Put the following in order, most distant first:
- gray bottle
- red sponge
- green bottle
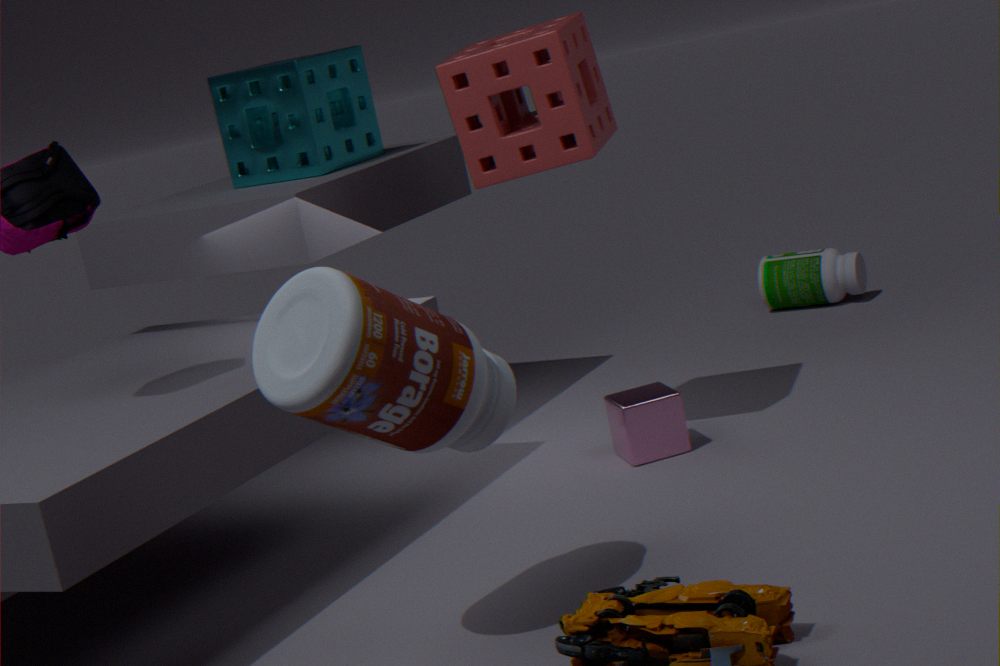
1. green bottle
2. red sponge
3. gray bottle
